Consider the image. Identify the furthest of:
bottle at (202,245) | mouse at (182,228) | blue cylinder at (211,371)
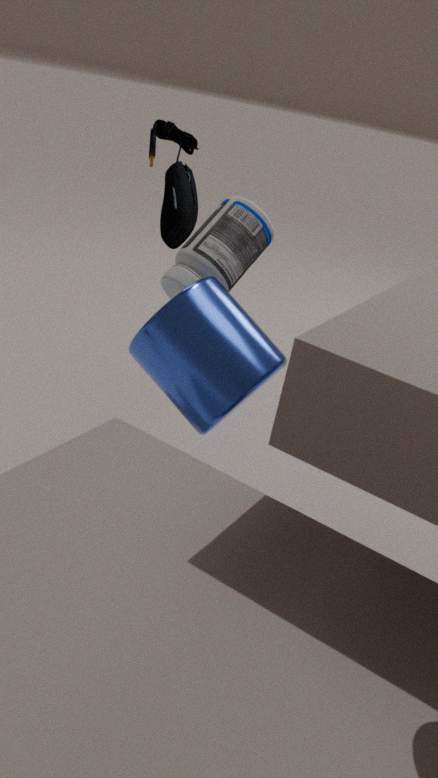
bottle at (202,245)
